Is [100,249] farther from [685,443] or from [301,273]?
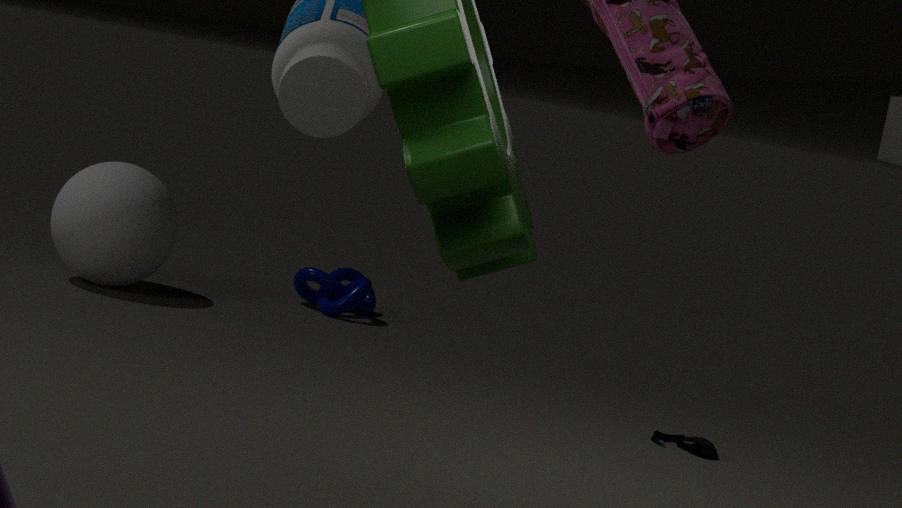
[685,443]
